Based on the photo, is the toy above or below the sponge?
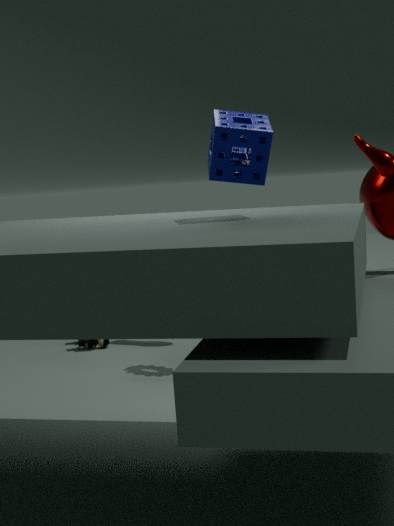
below
